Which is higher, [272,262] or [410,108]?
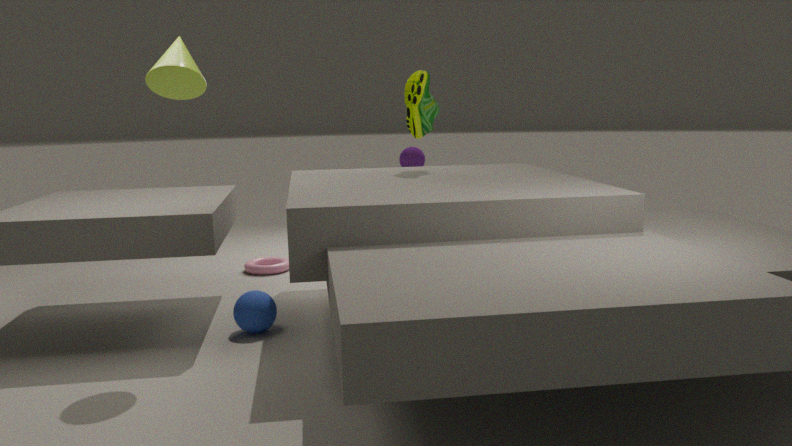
[410,108]
